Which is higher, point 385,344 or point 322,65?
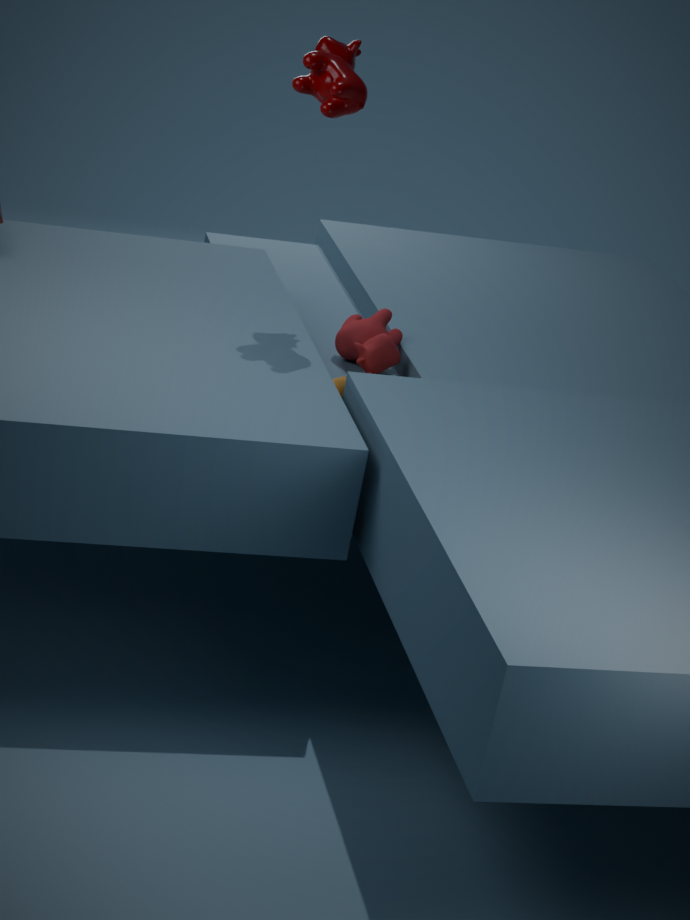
point 322,65
